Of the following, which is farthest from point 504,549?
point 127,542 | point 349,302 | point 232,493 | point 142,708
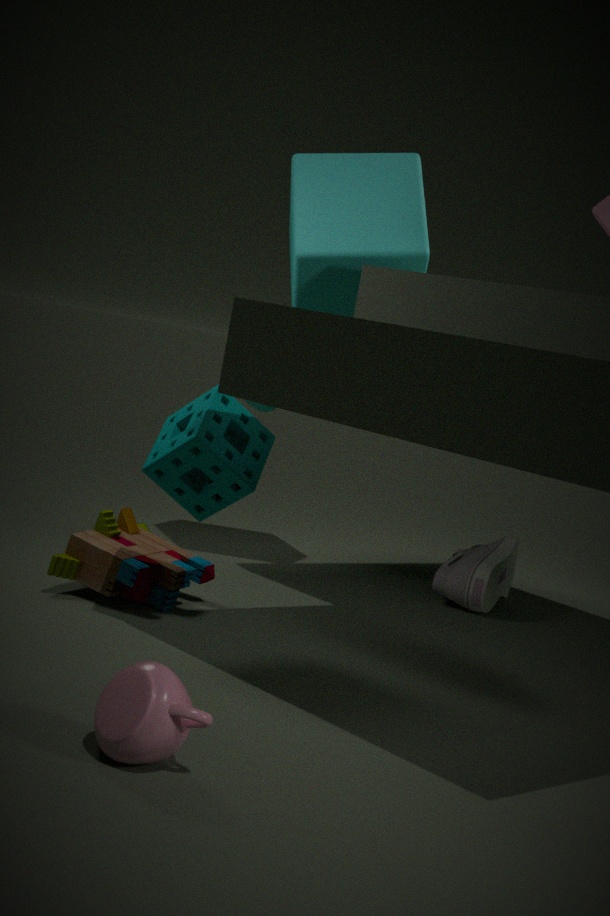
point 142,708
